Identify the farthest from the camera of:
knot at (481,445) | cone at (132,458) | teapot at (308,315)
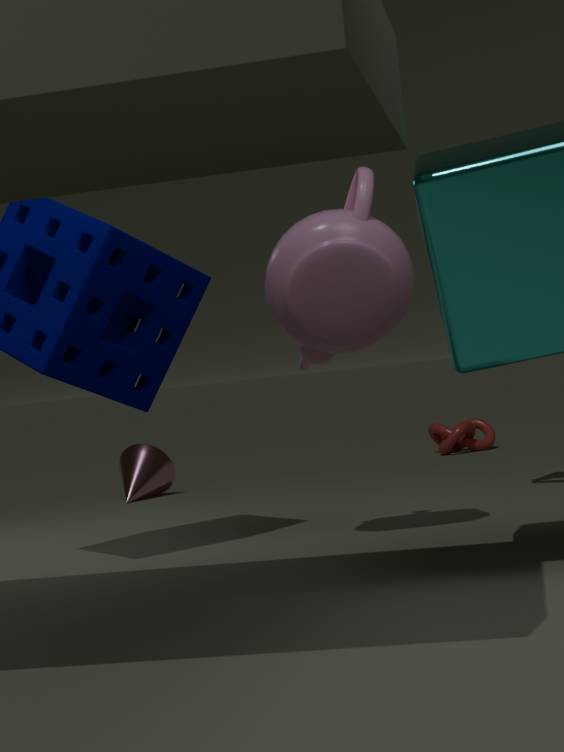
knot at (481,445)
